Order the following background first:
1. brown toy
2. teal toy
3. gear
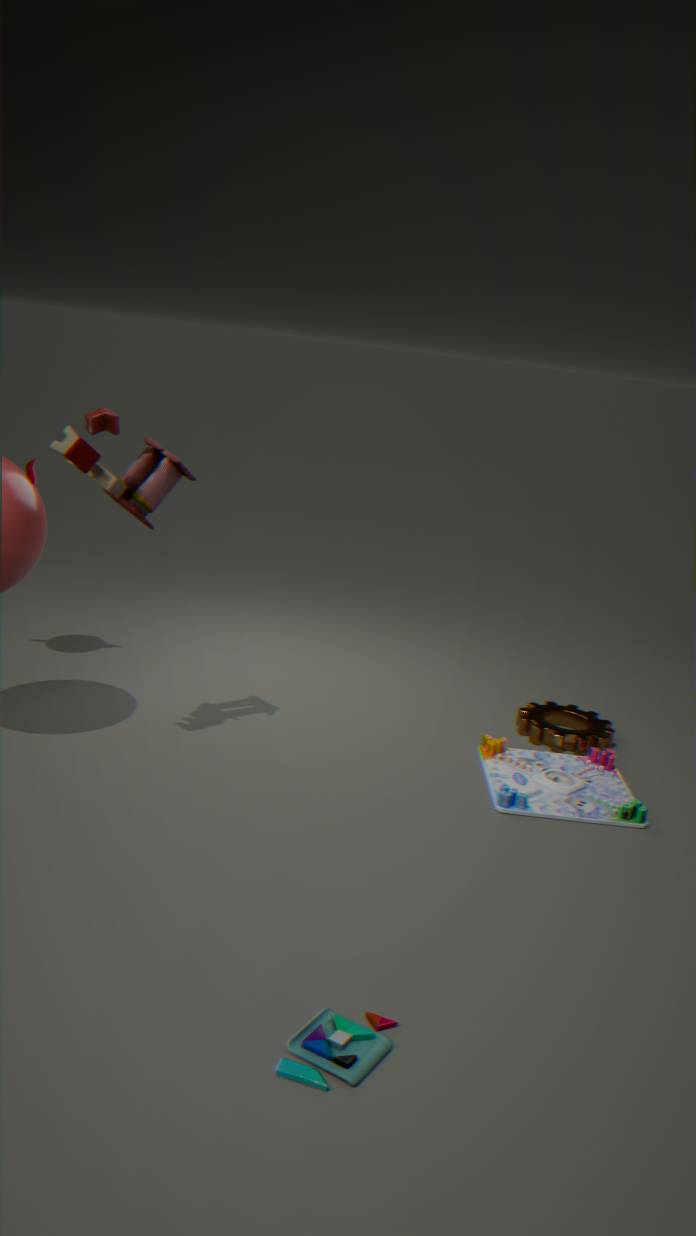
gear → brown toy → teal toy
